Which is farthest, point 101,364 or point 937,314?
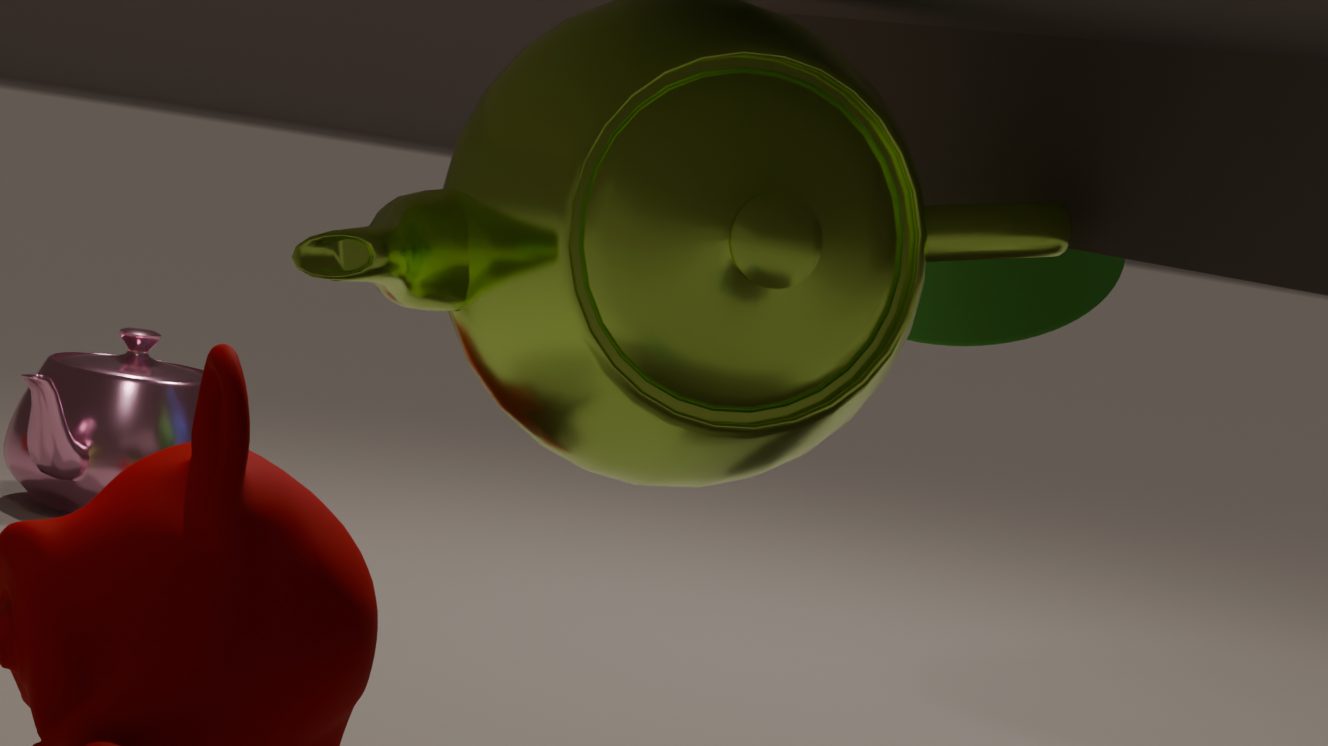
point 101,364
